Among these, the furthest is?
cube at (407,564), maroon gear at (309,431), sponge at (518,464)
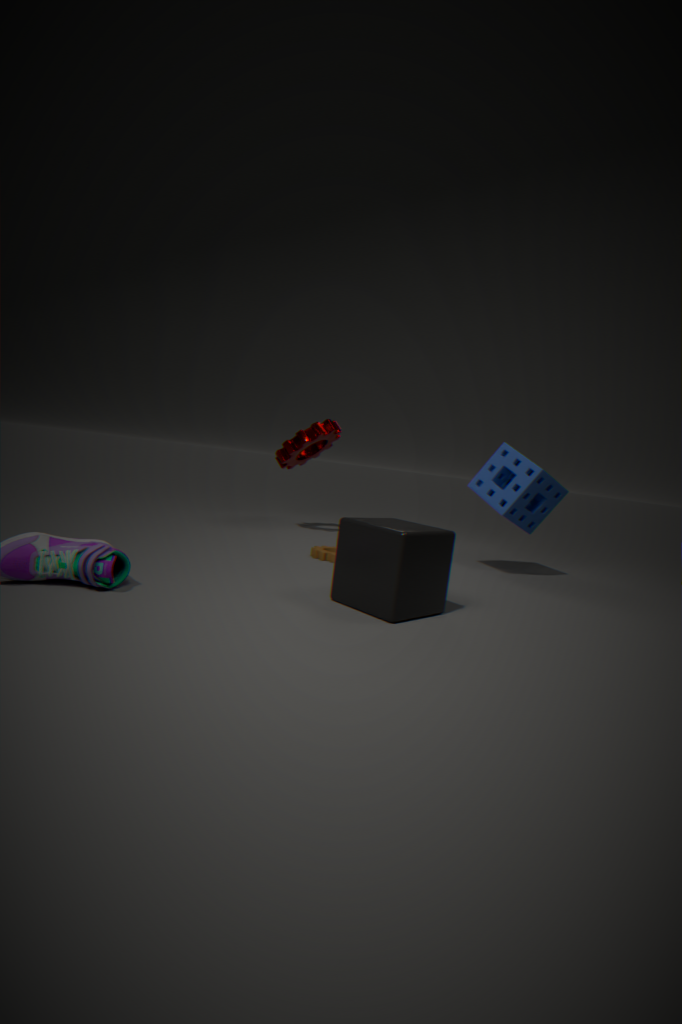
maroon gear at (309,431)
